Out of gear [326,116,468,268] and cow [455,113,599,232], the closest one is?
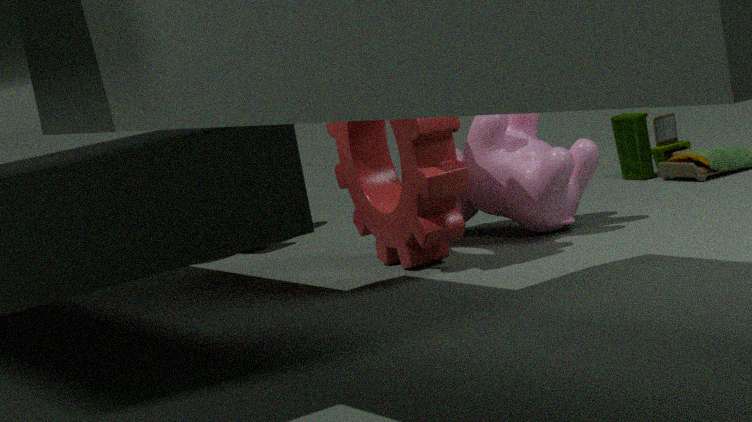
gear [326,116,468,268]
